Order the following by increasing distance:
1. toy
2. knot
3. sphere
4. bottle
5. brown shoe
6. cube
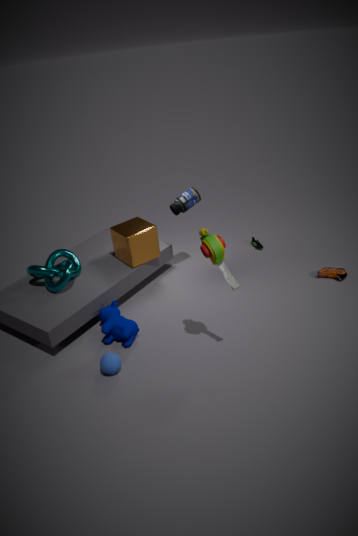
1. toy
2. sphere
3. knot
4. cube
5. brown shoe
6. bottle
